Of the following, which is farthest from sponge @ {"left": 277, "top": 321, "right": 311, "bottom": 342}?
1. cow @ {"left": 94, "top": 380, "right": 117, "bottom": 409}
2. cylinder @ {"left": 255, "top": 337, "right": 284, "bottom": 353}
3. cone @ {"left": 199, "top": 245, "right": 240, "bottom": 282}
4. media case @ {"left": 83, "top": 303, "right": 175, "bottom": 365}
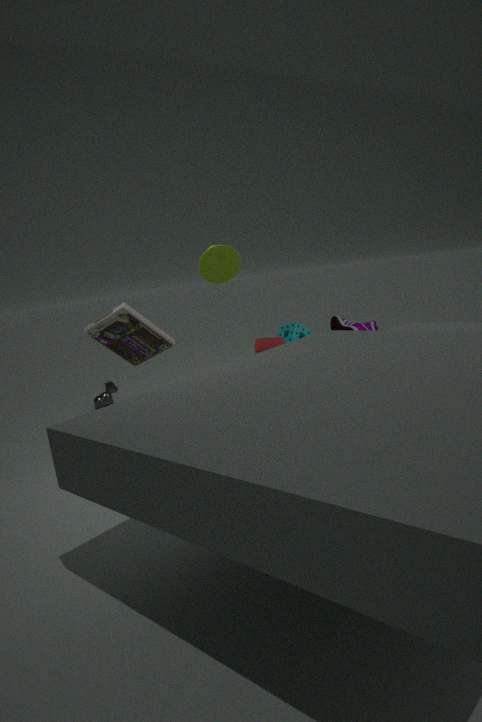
cow @ {"left": 94, "top": 380, "right": 117, "bottom": 409}
